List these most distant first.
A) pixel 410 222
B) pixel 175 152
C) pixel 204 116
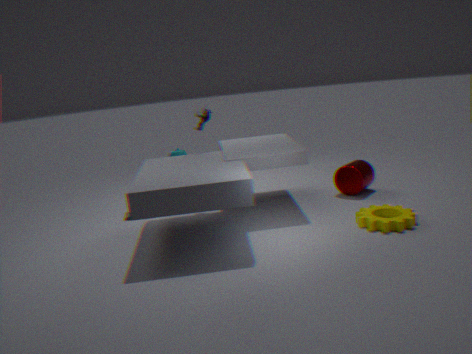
1. pixel 175 152
2. pixel 204 116
3. pixel 410 222
